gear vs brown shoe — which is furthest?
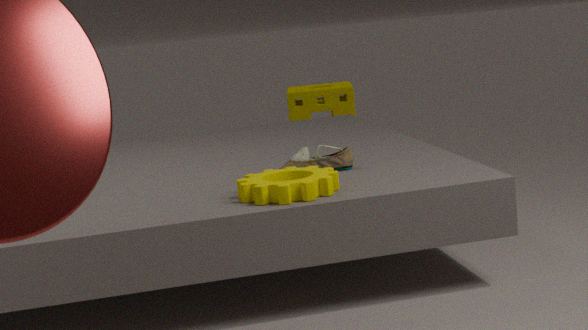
brown shoe
